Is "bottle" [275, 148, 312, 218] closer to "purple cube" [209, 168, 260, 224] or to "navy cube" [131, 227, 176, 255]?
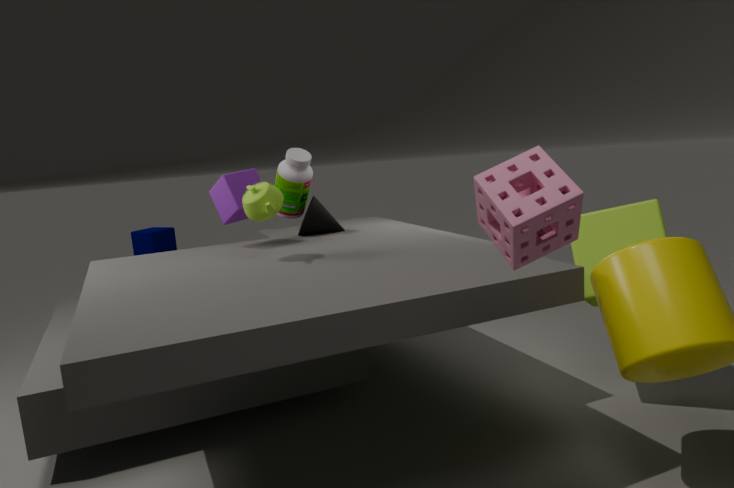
"purple cube" [209, 168, 260, 224]
